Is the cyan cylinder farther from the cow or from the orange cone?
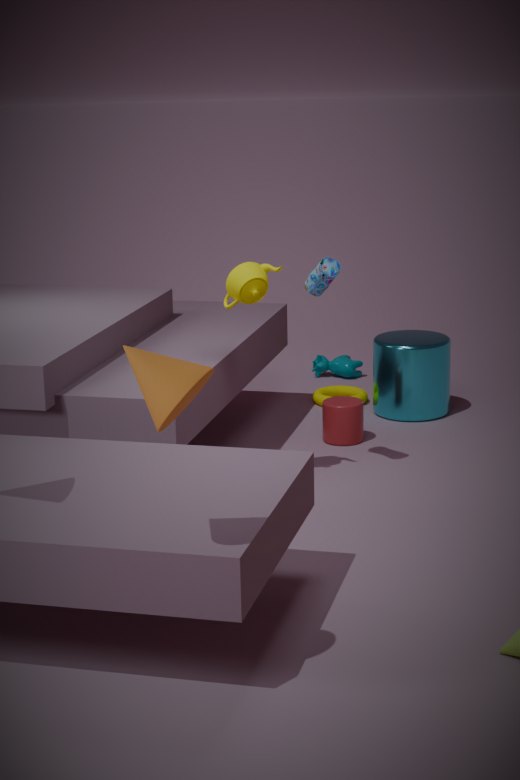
the orange cone
